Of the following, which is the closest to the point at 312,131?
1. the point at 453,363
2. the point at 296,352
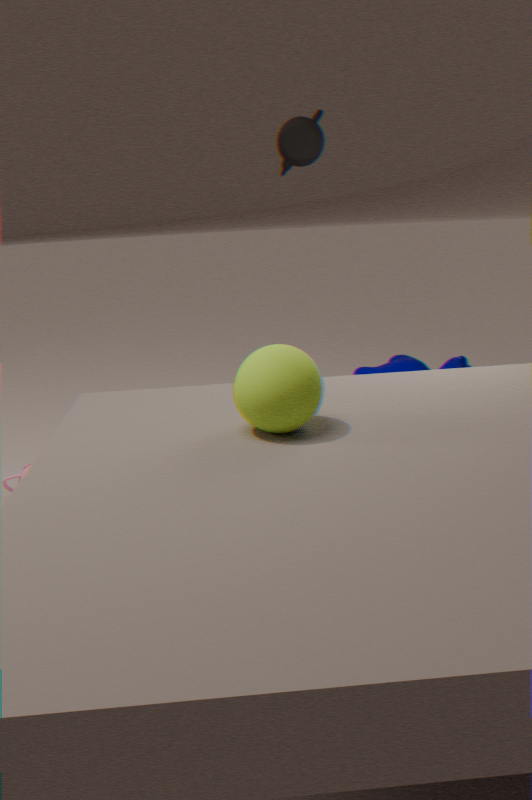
the point at 453,363
